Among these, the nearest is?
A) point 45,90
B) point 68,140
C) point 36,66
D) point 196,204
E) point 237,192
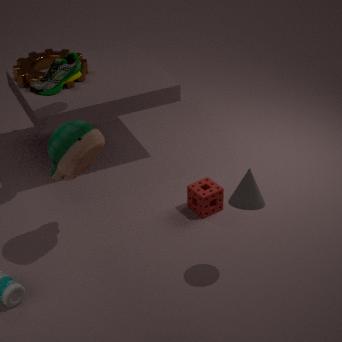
E. point 237,192
